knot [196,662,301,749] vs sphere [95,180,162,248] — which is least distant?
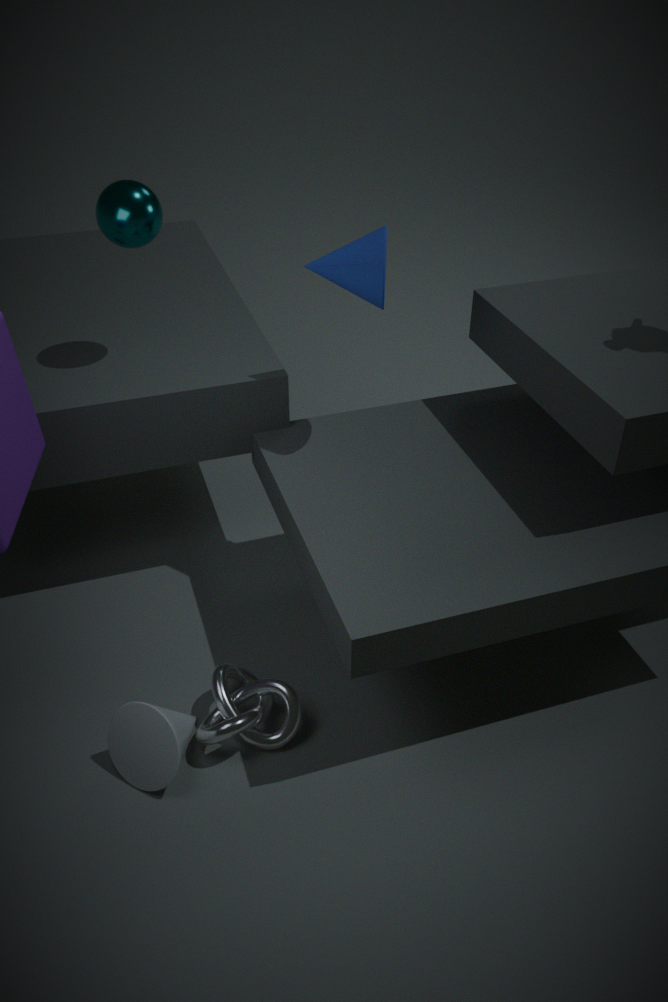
knot [196,662,301,749]
